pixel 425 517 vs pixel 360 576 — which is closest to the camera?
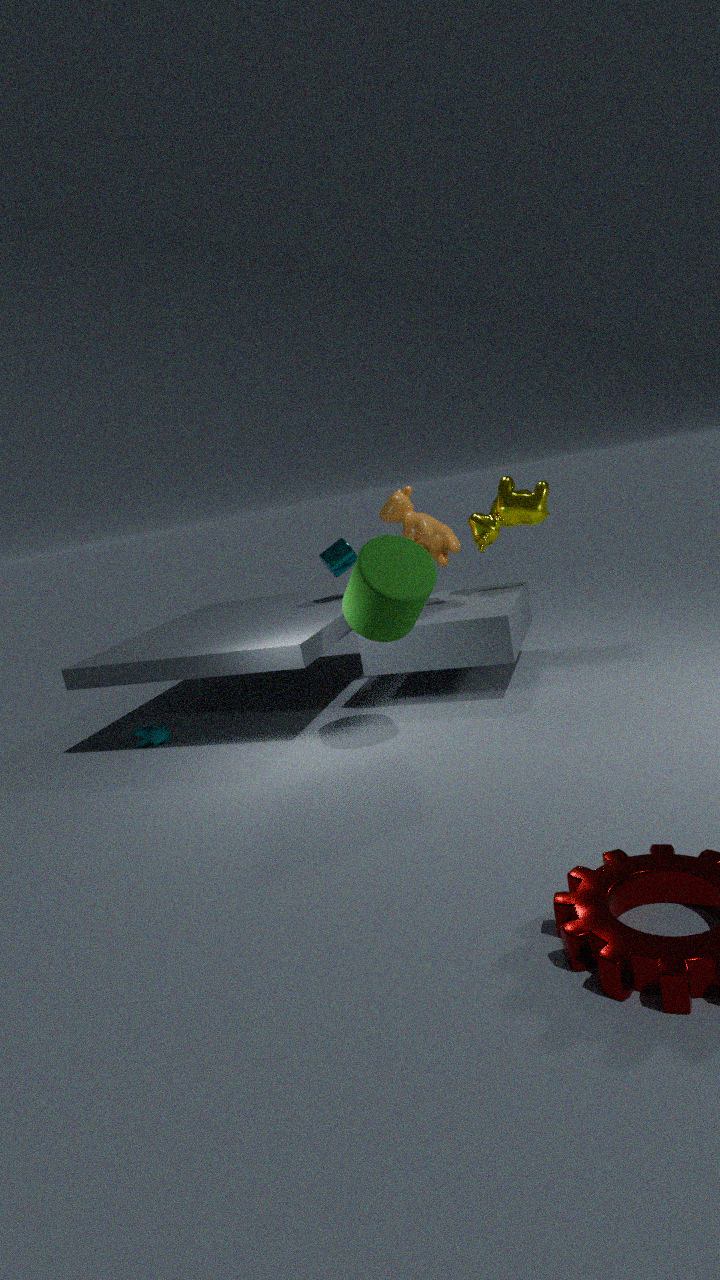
pixel 360 576
